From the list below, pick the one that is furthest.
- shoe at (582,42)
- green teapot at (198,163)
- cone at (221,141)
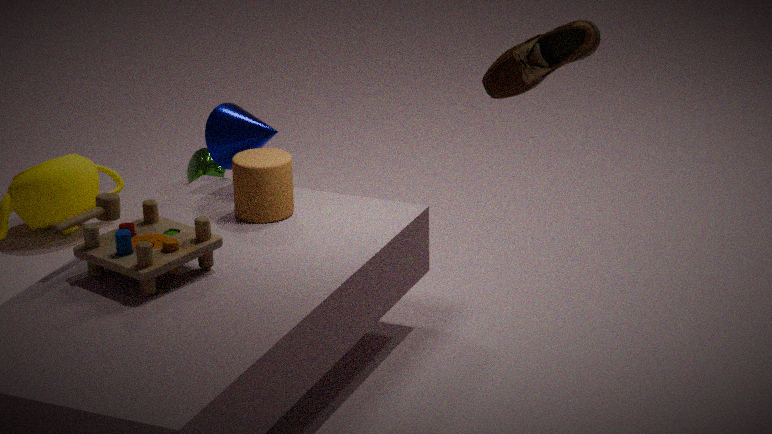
green teapot at (198,163)
